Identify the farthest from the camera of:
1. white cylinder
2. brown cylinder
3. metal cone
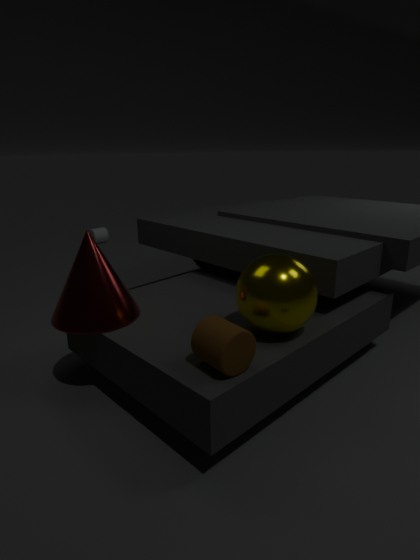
white cylinder
